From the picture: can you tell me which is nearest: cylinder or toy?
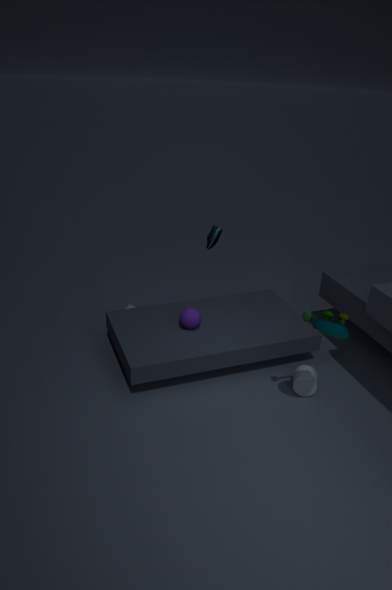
toy
